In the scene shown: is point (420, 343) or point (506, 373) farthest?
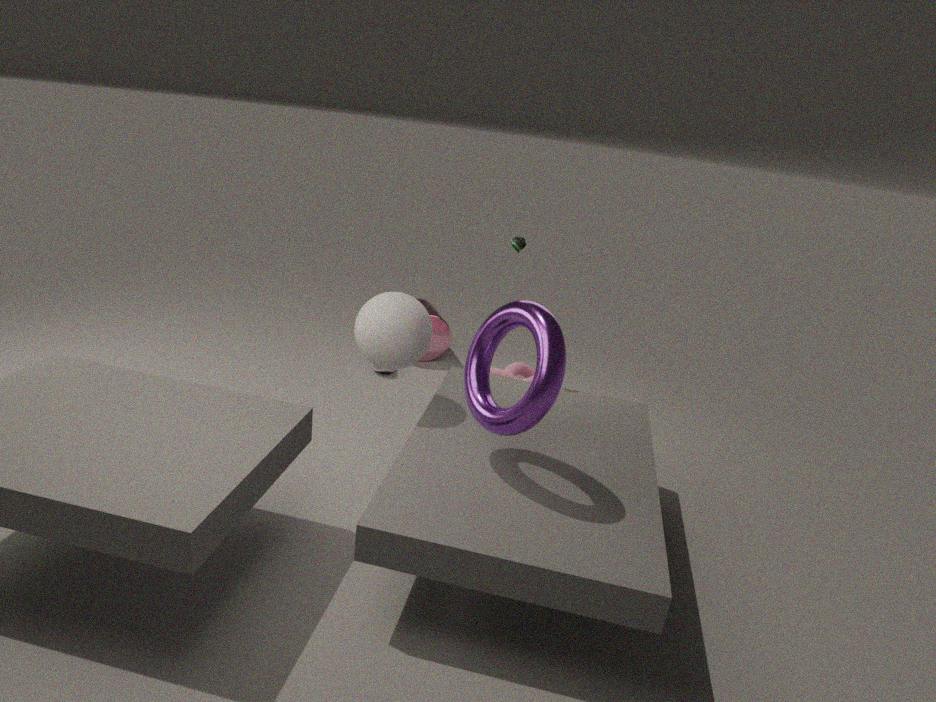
point (506, 373)
